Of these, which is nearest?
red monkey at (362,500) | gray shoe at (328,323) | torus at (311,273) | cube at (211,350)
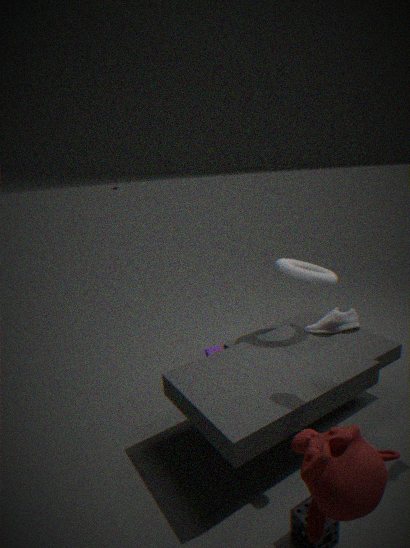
red monkey at (362,500)
